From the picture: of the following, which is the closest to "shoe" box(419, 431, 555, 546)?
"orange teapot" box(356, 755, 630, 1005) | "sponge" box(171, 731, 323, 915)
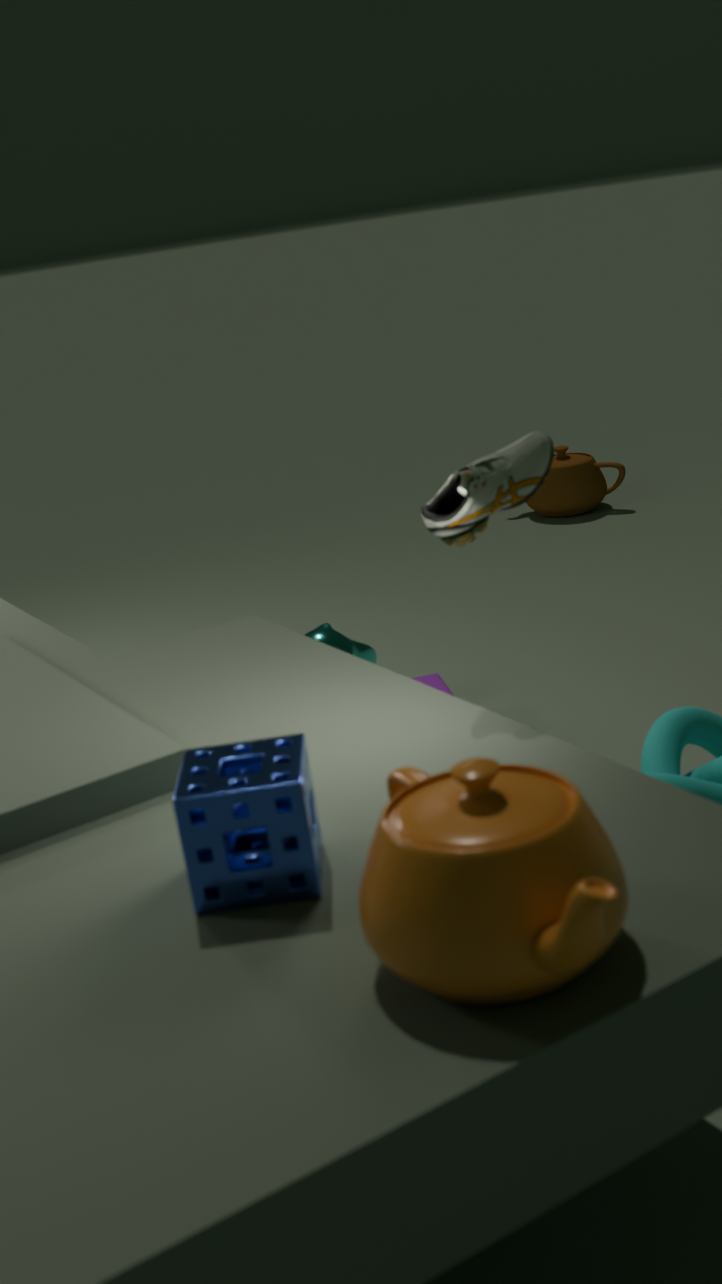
"sponge" box(171, 731, 323, 915)
